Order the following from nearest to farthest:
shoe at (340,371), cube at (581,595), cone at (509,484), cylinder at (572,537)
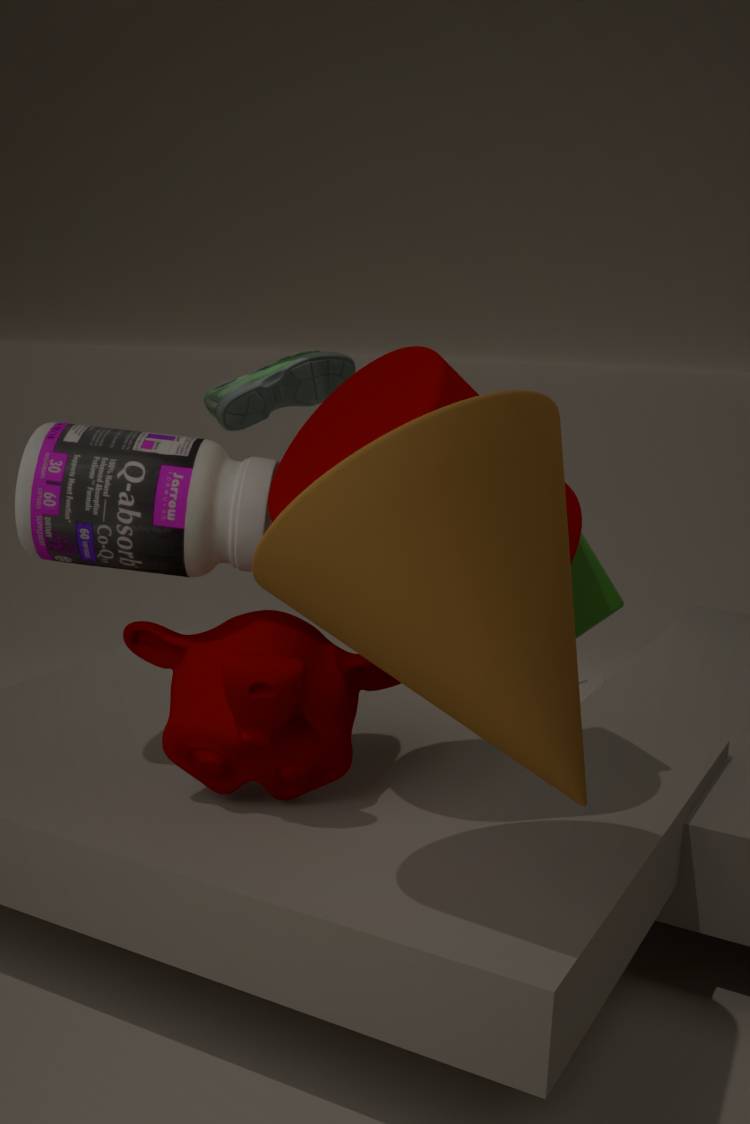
cone at (509,484)
cylinder at (572,537)
cube at (581,595)
shoe at (340,371)
